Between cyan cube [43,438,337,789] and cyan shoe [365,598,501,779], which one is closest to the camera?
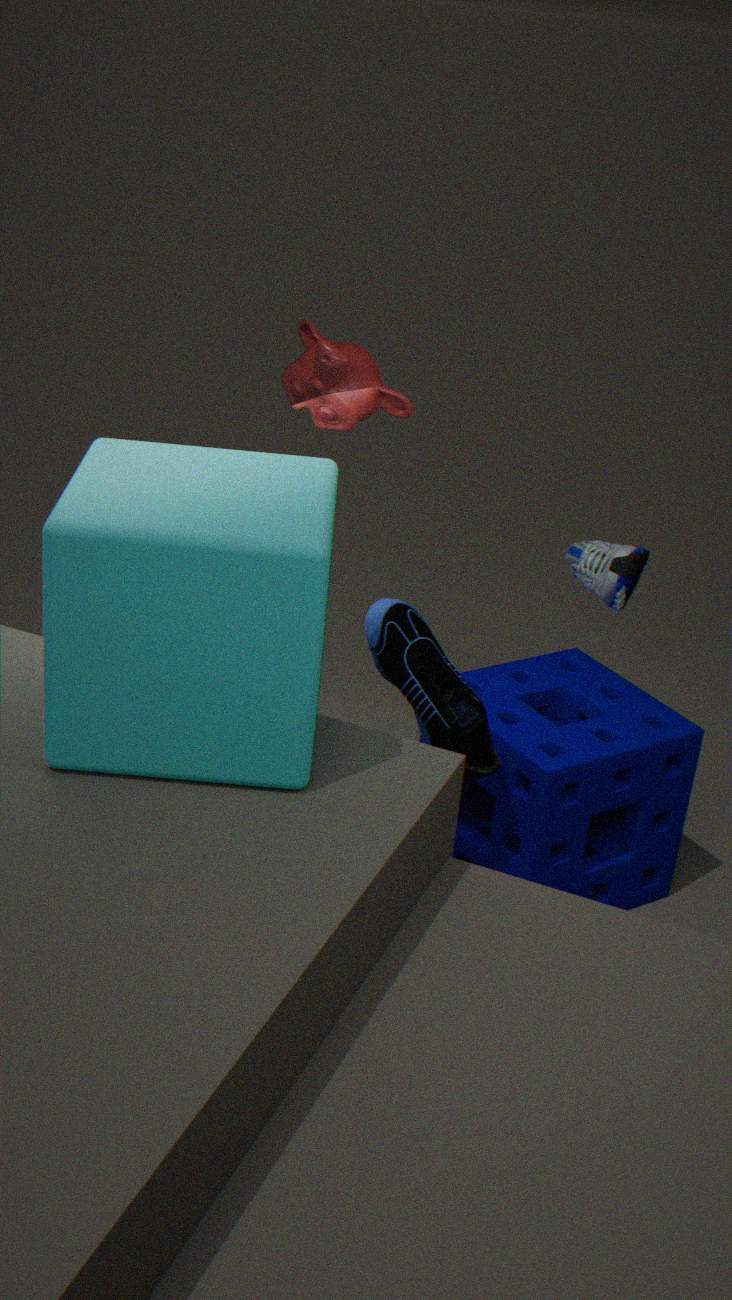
cyan cube [43,438,337,789]
